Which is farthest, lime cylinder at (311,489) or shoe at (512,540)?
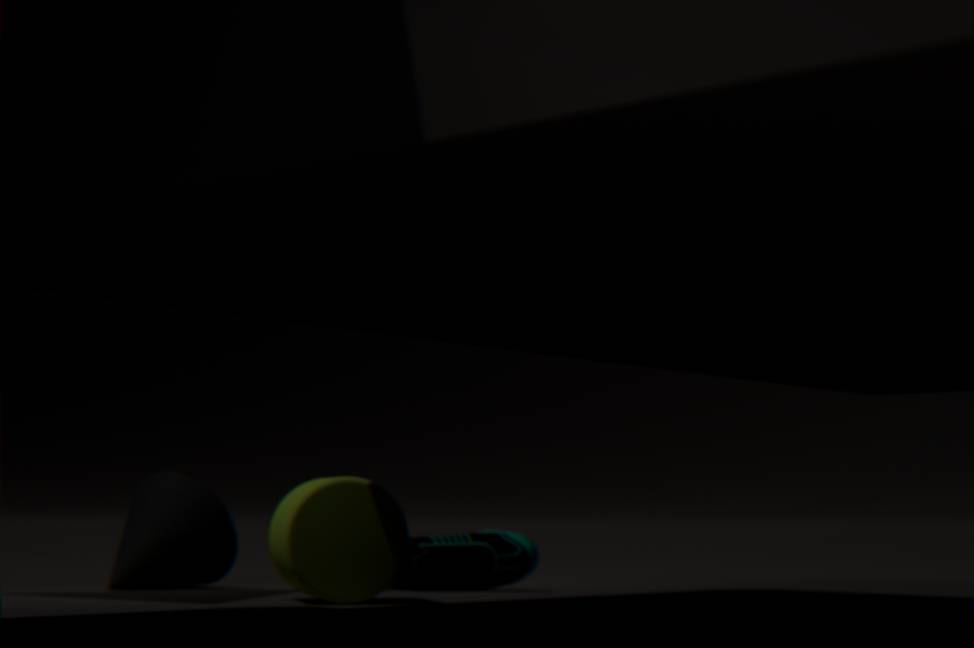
shoe at (512,540)
